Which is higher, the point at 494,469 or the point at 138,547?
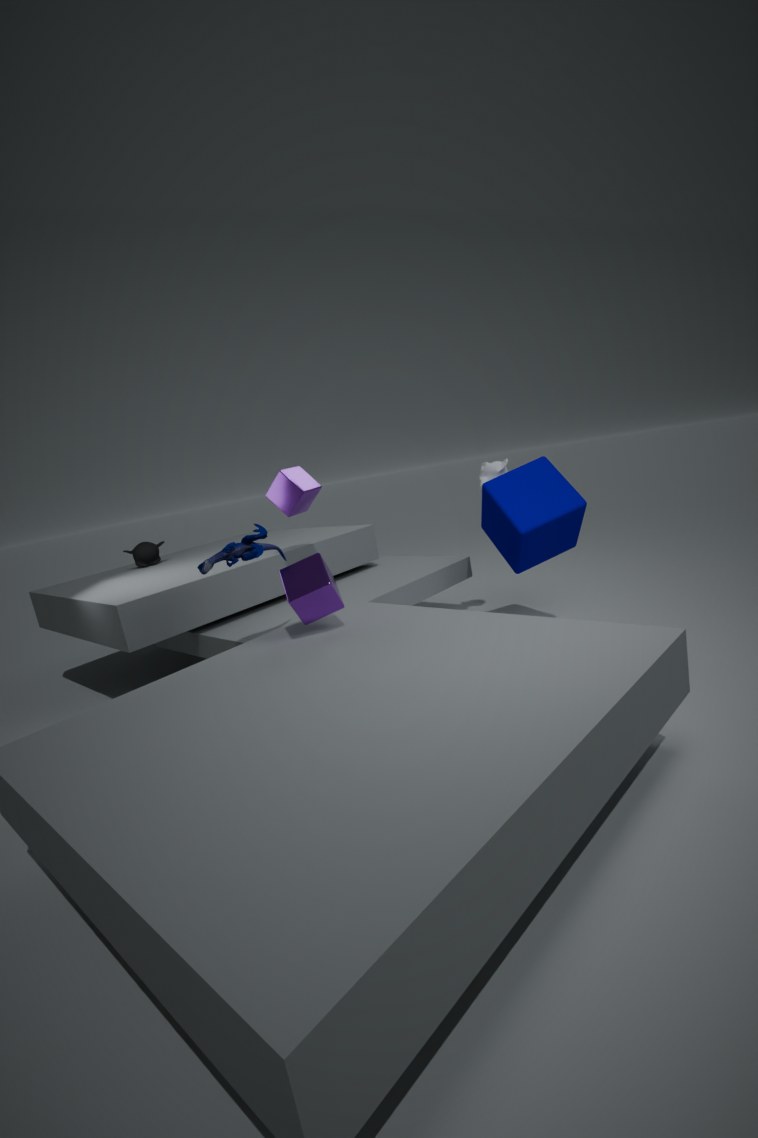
the point at 494,469
